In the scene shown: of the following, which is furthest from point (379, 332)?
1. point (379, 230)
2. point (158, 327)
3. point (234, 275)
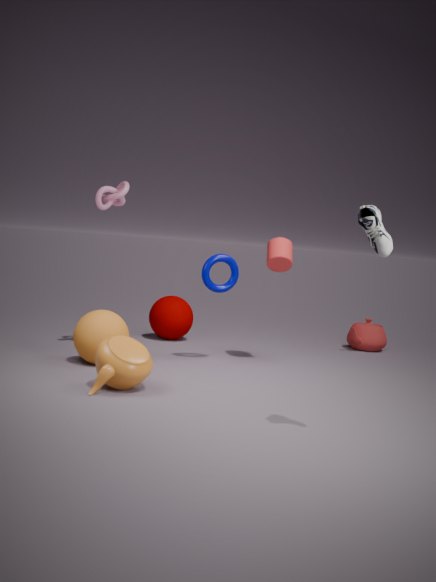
point (379, 230)
